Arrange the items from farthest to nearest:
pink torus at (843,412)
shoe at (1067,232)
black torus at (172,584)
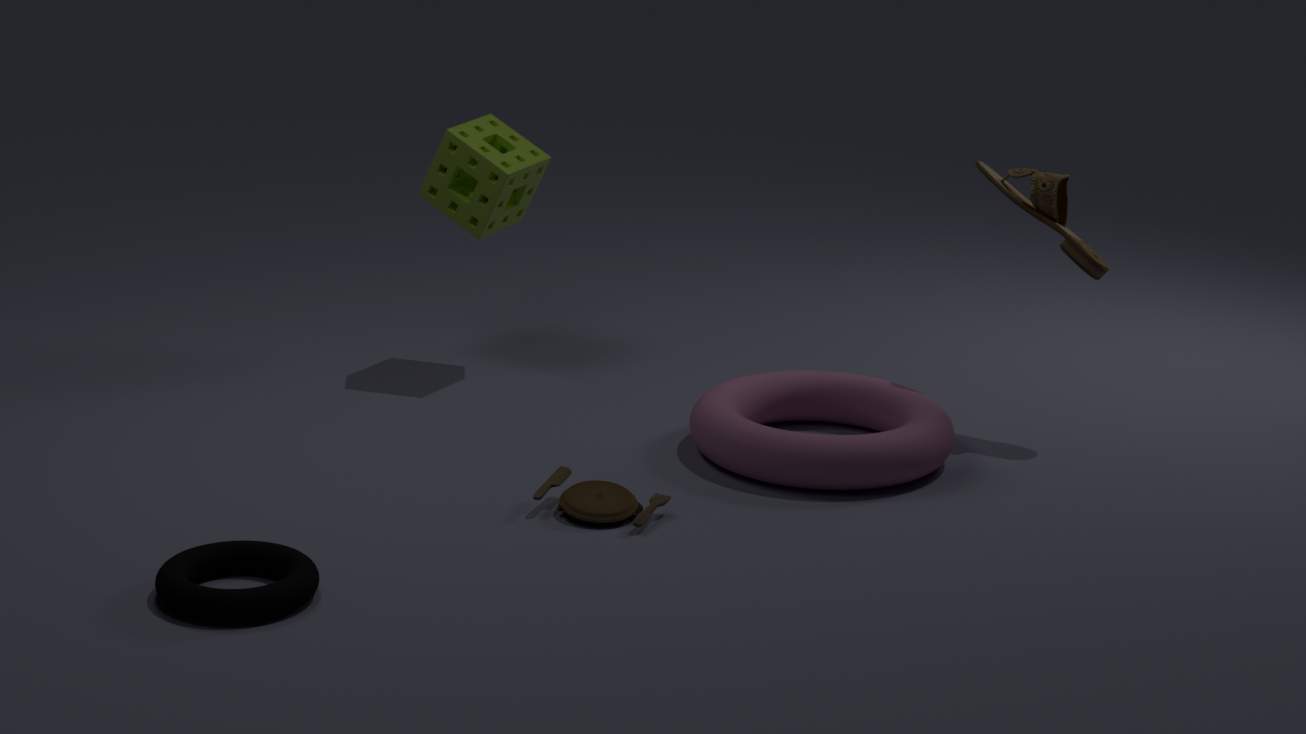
shoe at (1067,232)
pink torus at (843,412)
black torus at (172,584)
